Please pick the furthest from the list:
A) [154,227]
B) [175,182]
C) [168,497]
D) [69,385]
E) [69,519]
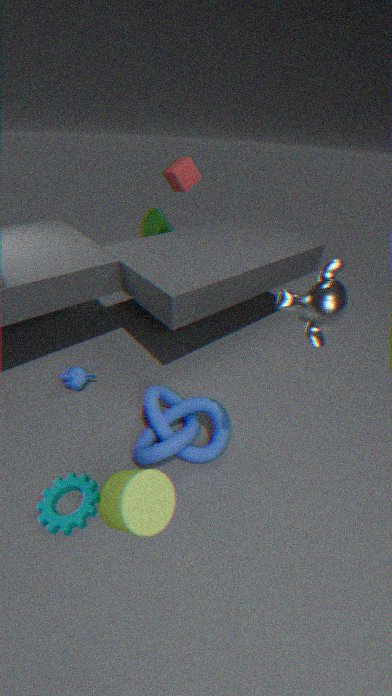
[154,227]
